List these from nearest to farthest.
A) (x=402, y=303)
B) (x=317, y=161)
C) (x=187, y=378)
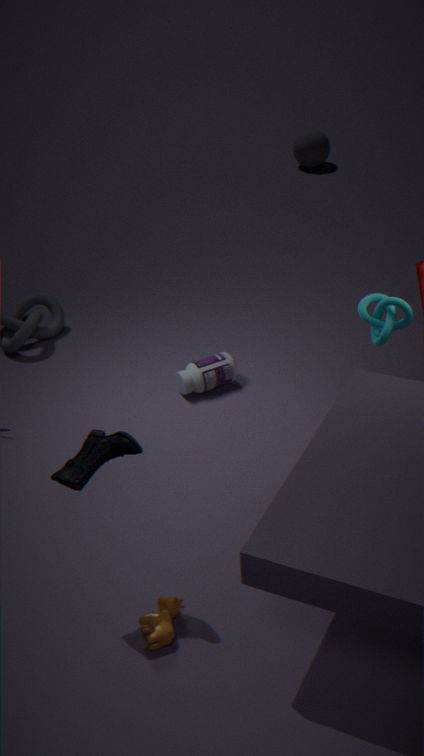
(x=402, y=303), (x=187, y=378), (x=317, y=161)
